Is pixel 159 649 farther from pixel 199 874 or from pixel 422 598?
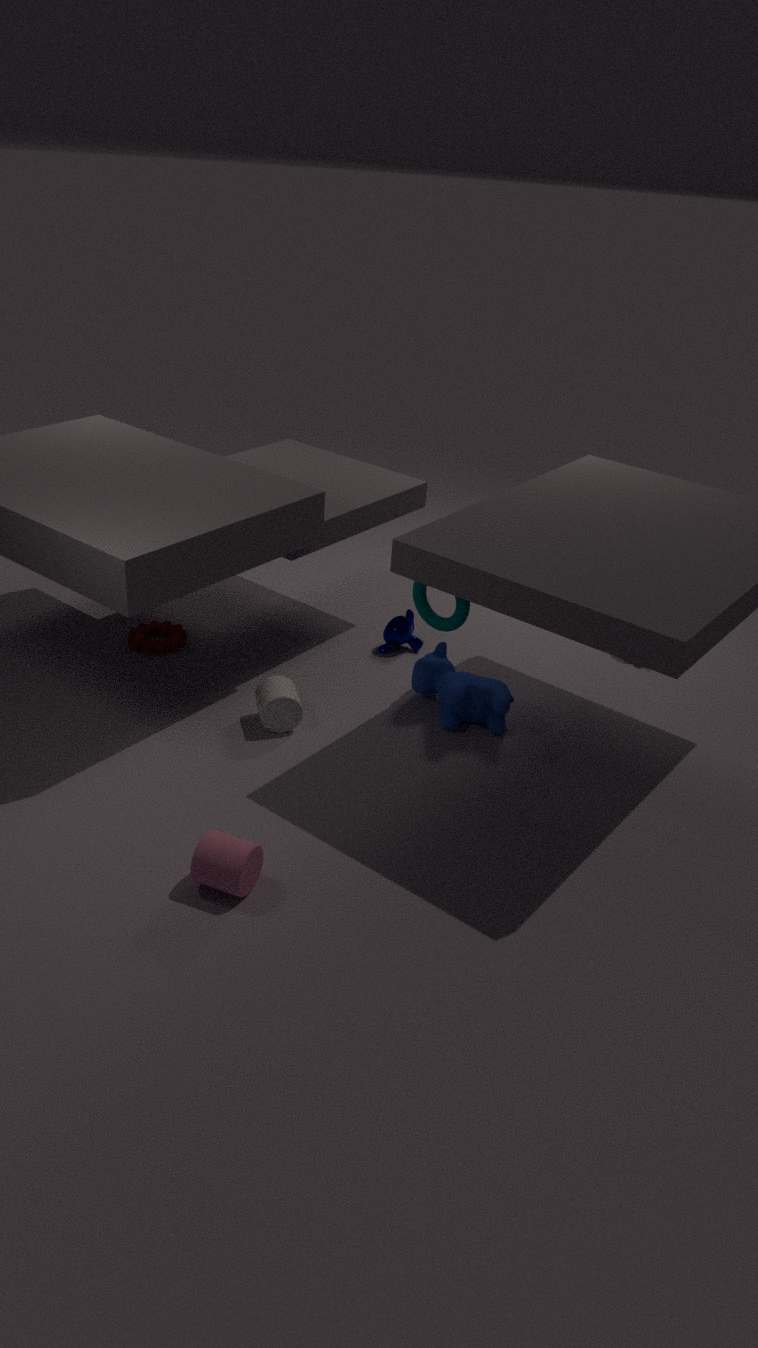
pixel 199 874
